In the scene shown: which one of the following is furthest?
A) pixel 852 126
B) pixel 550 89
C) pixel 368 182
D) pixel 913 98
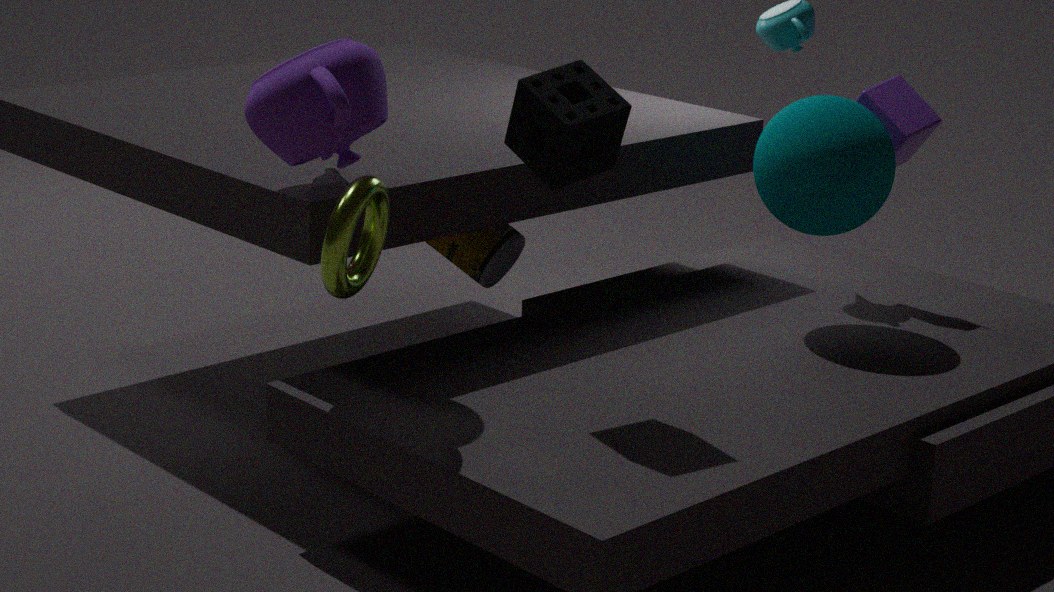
pixel 913 98
